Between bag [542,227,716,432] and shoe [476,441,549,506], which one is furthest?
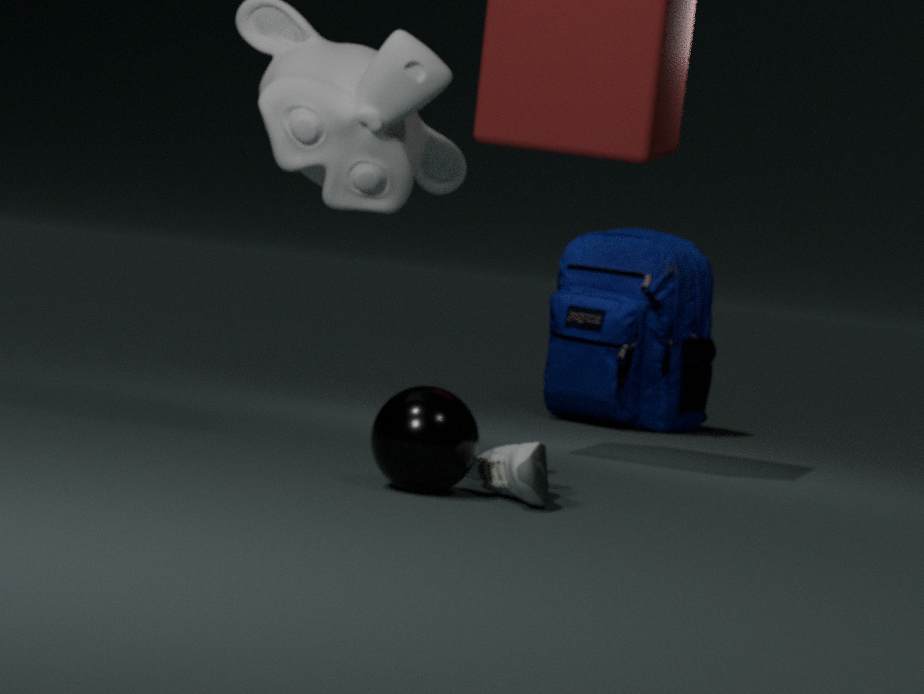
bag [542,227,716,432]
